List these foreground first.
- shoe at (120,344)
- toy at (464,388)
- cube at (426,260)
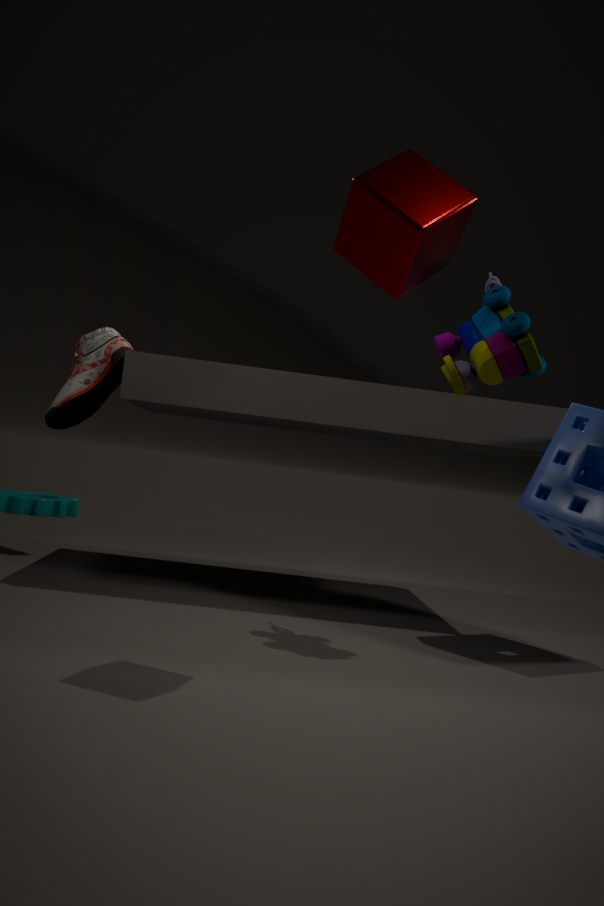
cube at (426,260), toy at (464,388), shoe at (120,344)
